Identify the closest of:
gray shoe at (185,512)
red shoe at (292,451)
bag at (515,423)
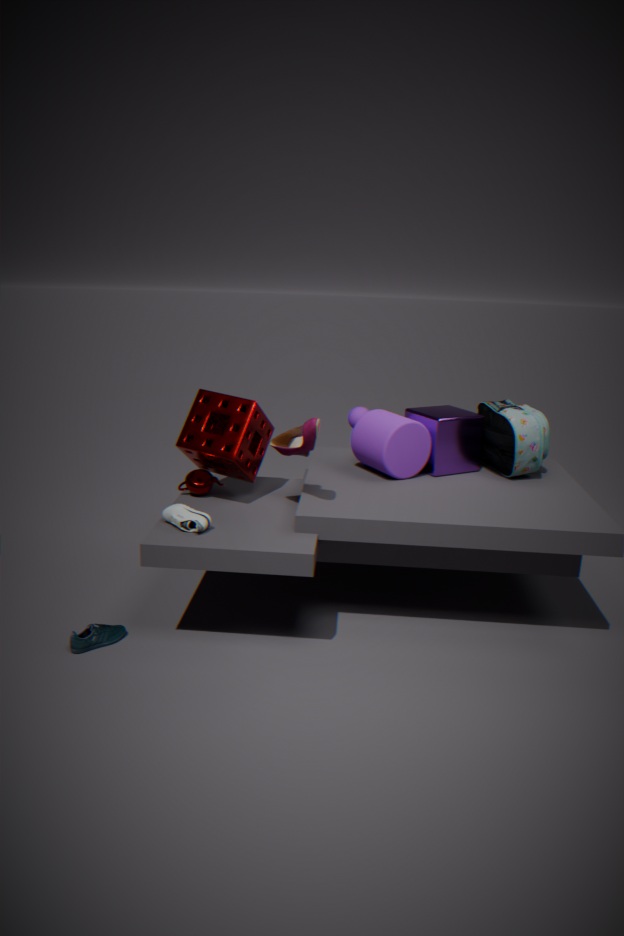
red shoe at (292,451)
